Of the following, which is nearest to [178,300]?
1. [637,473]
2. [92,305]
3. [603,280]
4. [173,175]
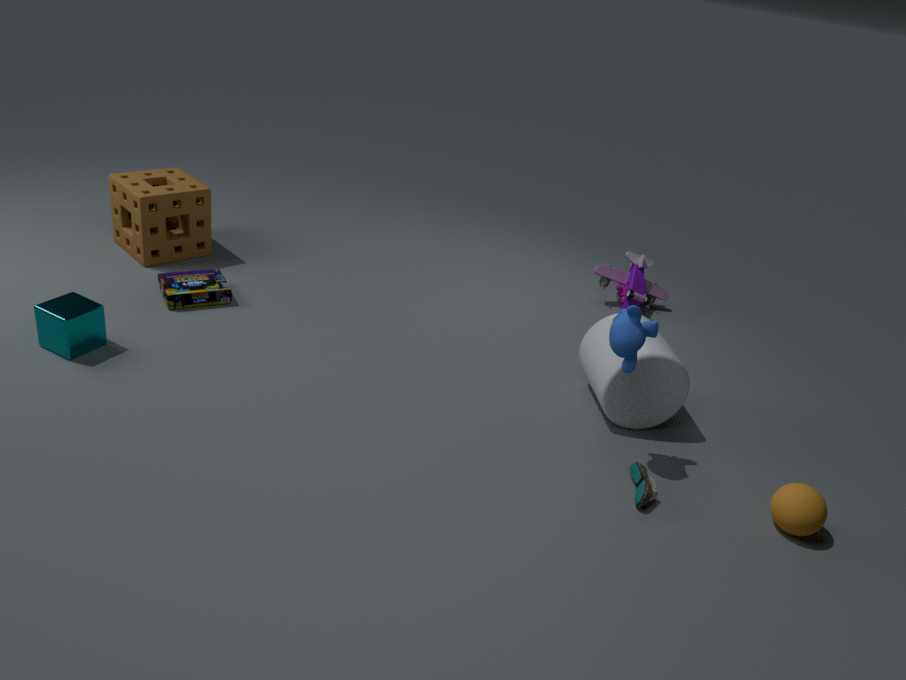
[173,175]
